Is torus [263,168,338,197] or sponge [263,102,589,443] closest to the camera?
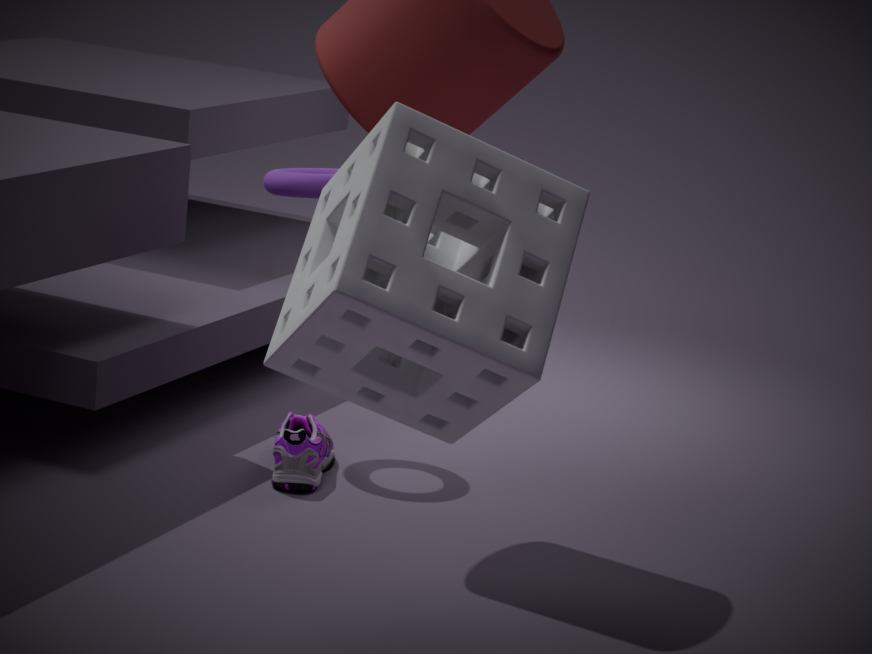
sponge [263,102,589,443]
